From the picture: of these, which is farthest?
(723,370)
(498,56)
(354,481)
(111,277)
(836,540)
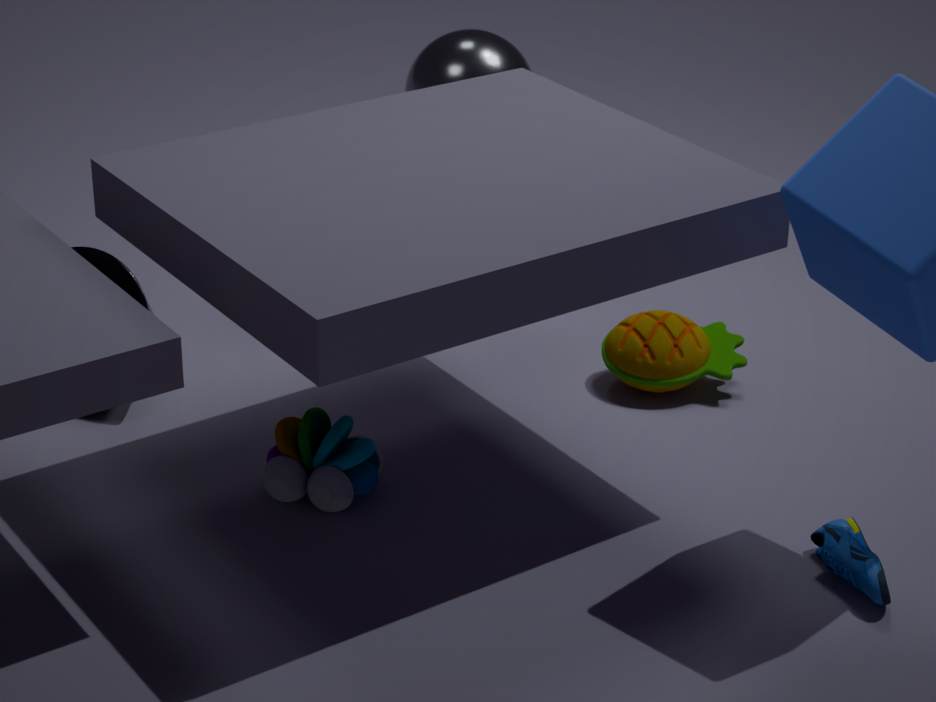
(498,56)
